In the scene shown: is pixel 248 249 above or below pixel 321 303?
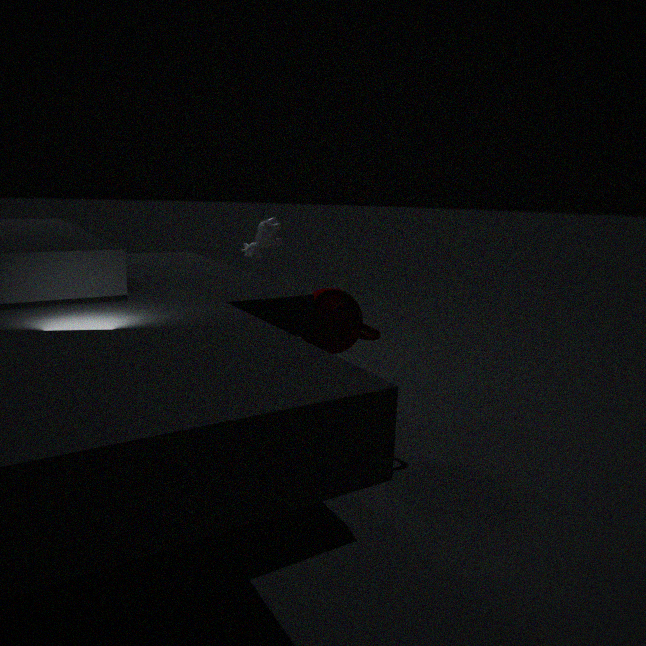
above
